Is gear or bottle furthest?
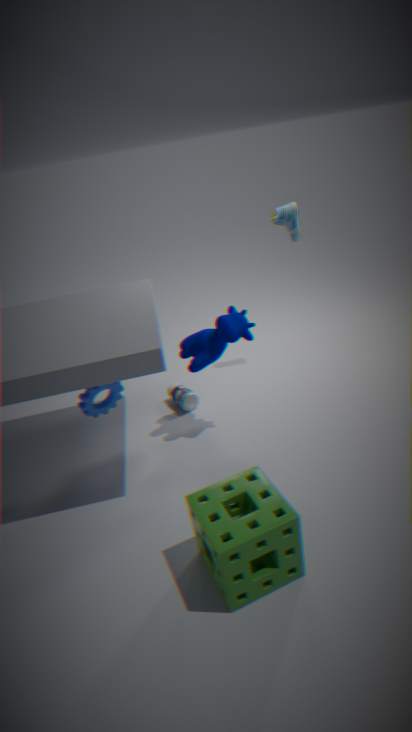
bottle
